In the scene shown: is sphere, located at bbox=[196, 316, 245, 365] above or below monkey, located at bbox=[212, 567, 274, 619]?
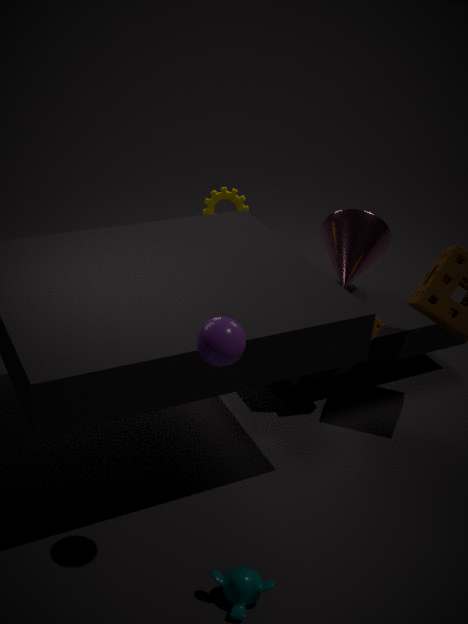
above
